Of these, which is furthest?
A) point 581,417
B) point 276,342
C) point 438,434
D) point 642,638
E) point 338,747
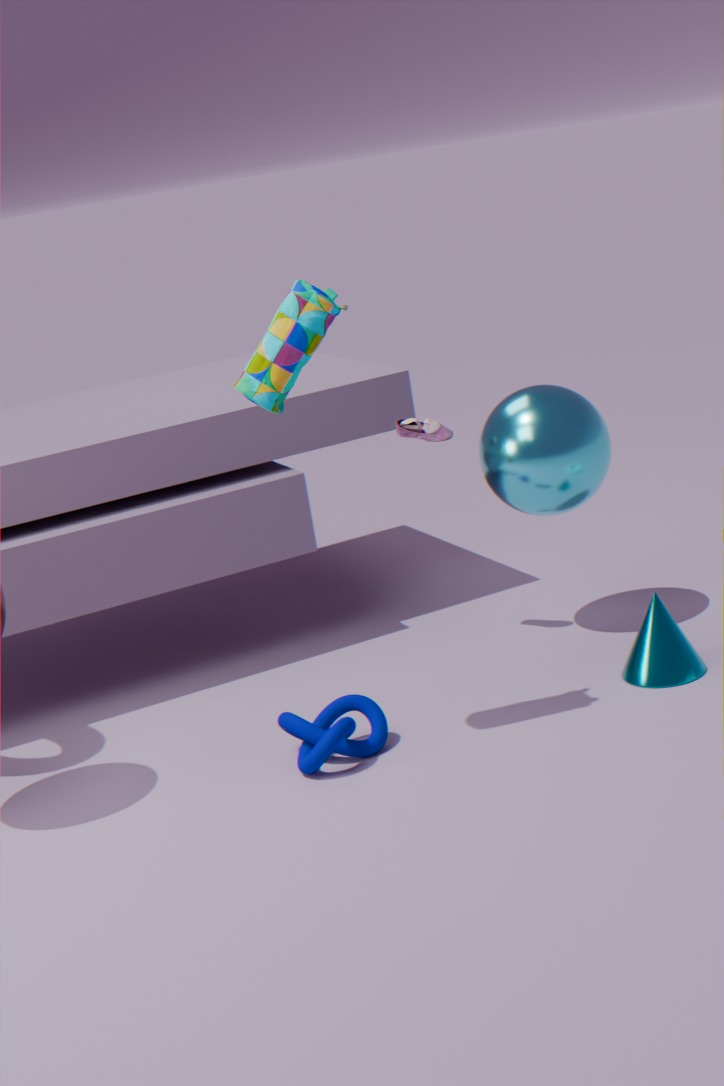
point 438,434
